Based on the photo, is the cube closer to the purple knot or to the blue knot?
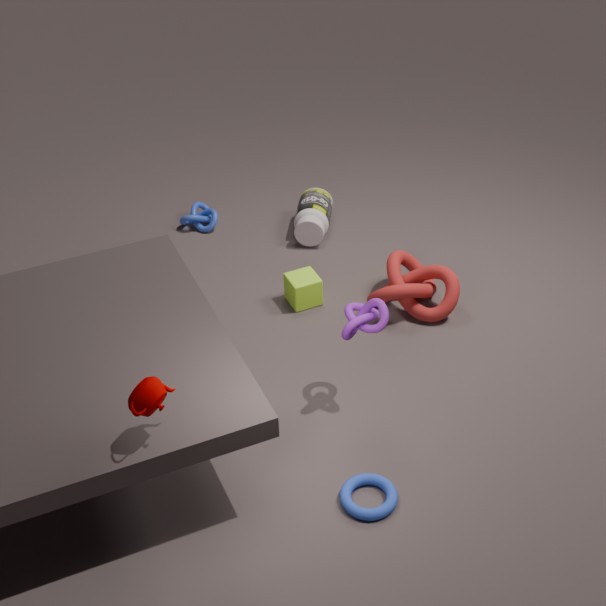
the purple knot
